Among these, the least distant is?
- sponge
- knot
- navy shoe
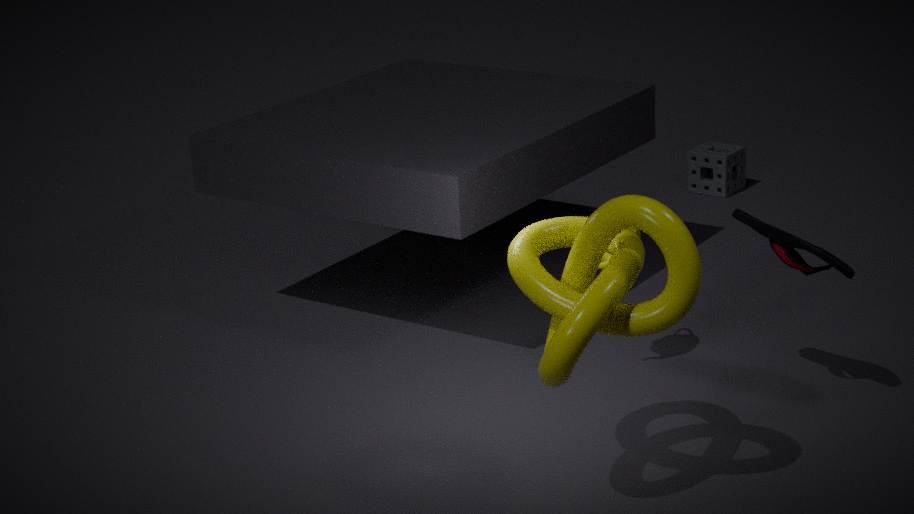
knot
